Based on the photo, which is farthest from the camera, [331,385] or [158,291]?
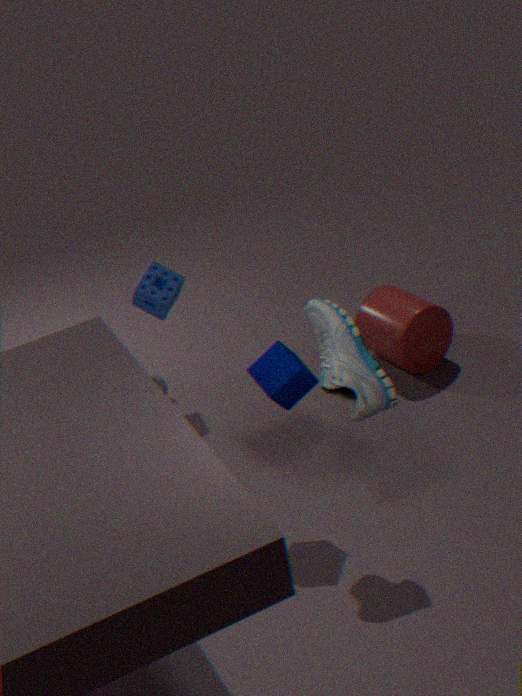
[158,291]
